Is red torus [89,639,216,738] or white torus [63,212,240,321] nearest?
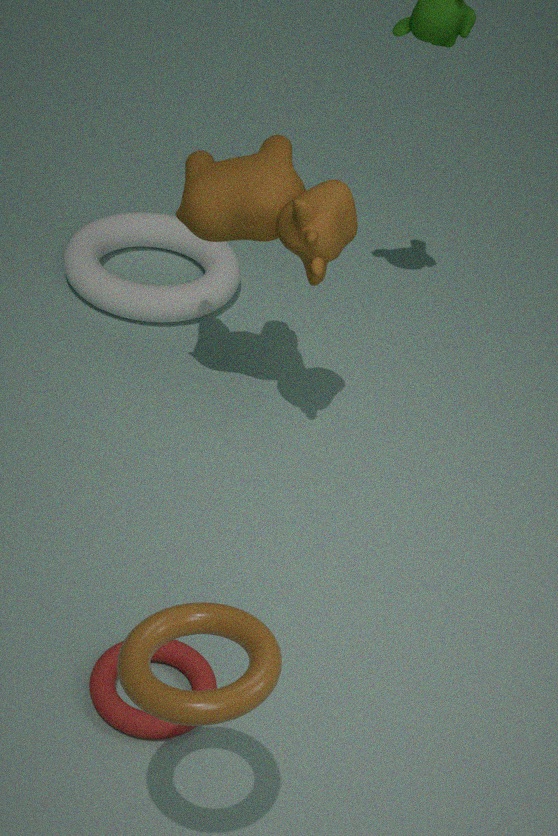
red torus [89,639,216,738]
